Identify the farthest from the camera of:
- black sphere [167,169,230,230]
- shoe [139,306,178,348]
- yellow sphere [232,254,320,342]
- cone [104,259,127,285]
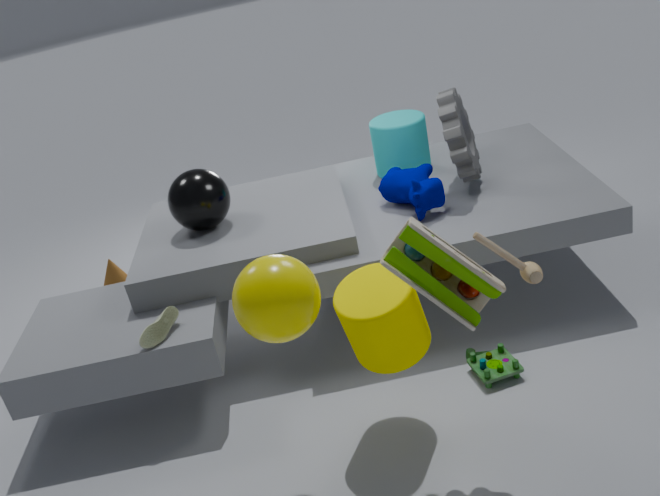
cone [104,259,127,285]
